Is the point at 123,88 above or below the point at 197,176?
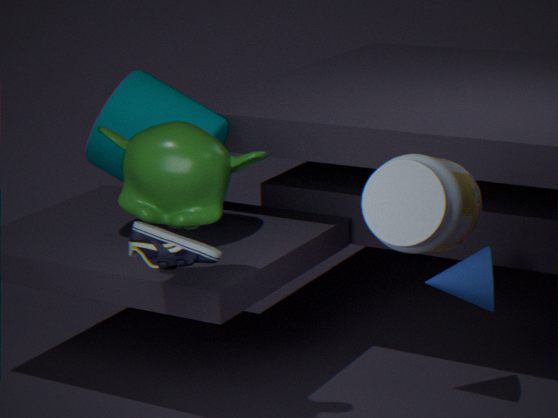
below
